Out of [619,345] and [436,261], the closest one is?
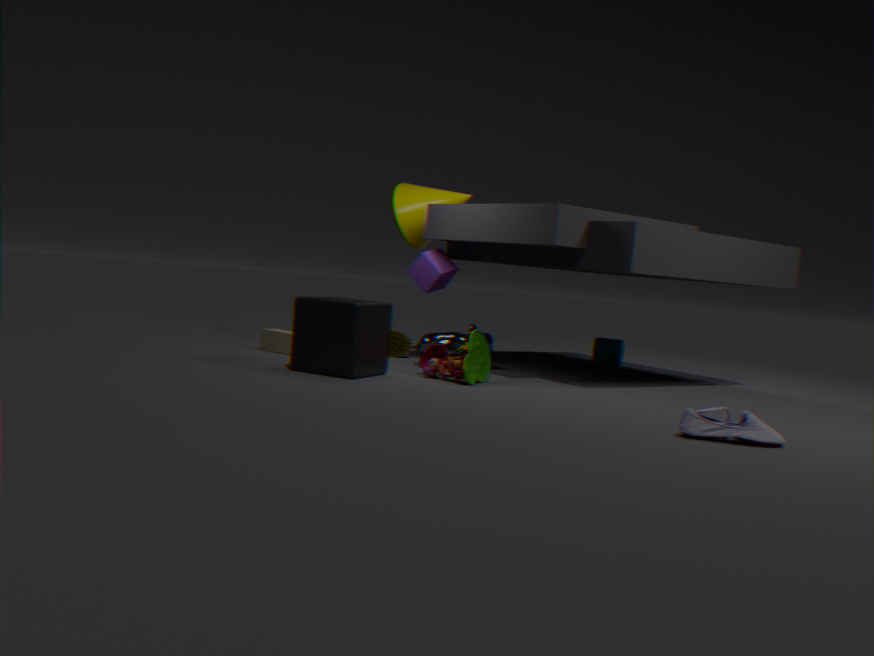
[436,261]
